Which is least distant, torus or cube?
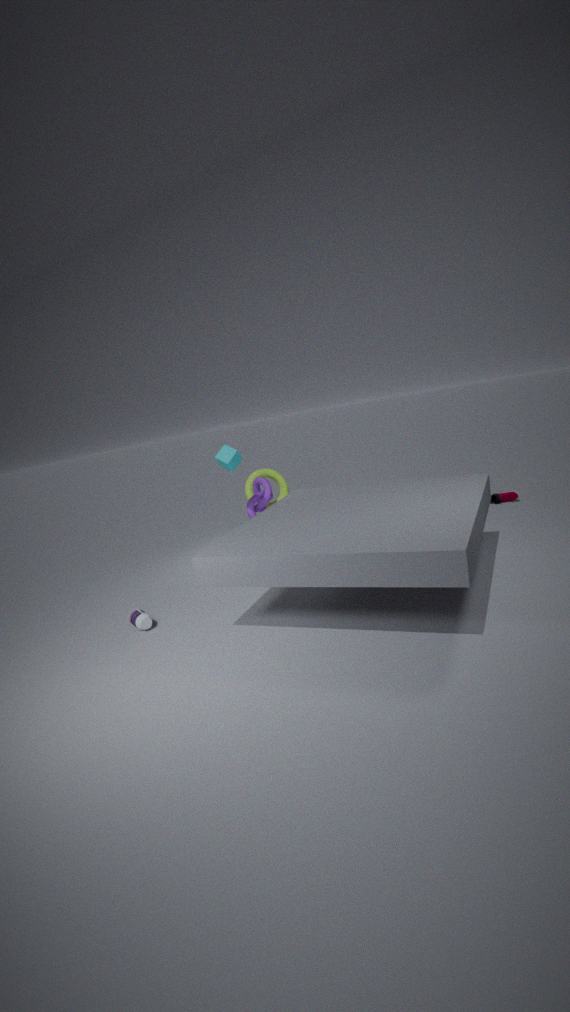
cube
